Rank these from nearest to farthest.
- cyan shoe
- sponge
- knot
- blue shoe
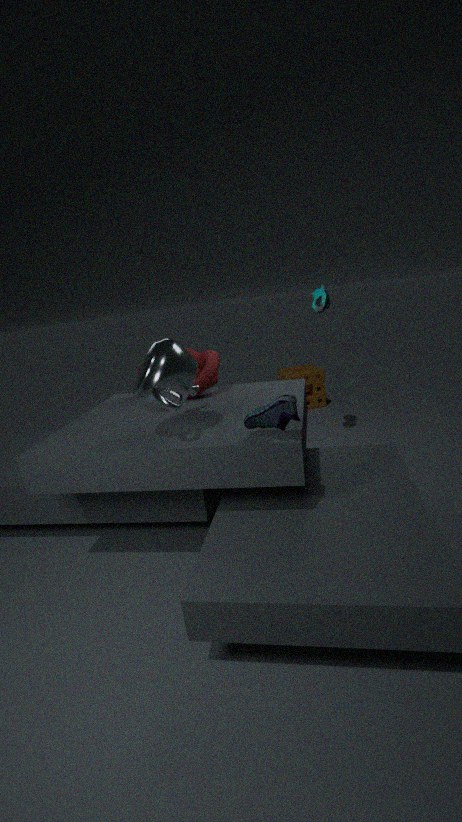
blue shoe < knot < cyan shoe < sponge
